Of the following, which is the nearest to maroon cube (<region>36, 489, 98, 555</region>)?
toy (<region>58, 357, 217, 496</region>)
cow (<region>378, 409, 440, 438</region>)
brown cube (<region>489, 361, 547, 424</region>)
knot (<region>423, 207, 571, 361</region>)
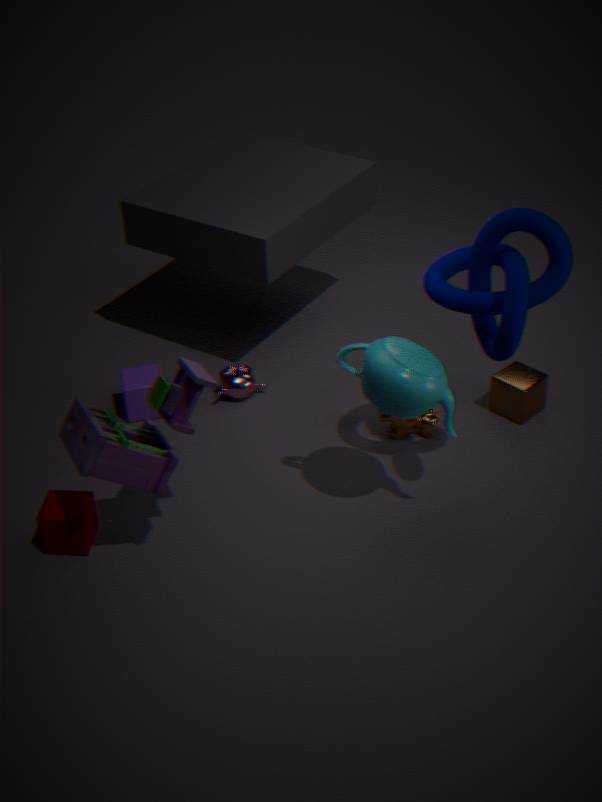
toy (<region>58, 357, 217, 496</region>)
